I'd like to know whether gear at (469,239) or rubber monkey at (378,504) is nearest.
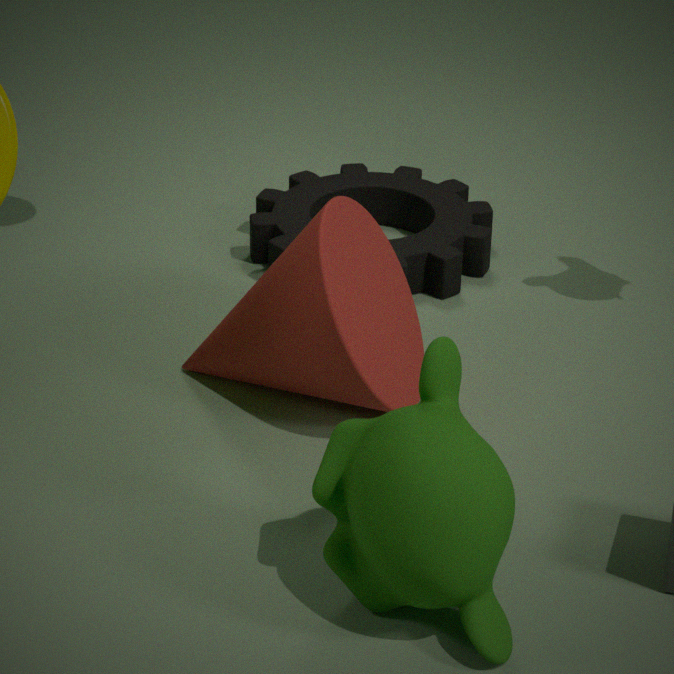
rubber monkey at (378,504)
